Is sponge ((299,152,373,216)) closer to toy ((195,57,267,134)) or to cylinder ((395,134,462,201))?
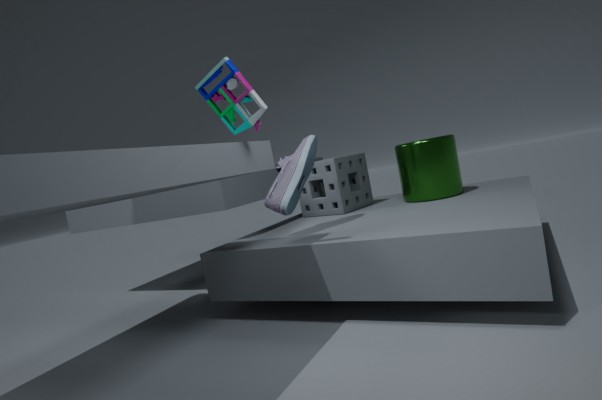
cylinder ((395,134,462,201))
